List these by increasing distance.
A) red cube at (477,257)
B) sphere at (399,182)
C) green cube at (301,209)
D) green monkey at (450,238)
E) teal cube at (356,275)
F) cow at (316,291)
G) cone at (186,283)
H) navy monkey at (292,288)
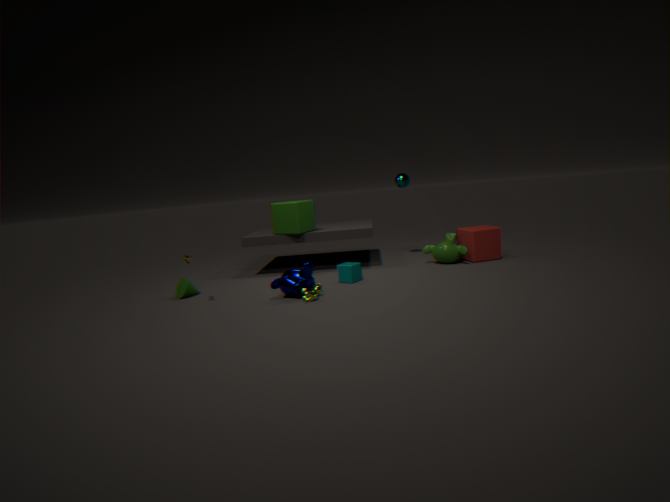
F. cow at (316,291)
H. navy monkey at (292,288)
G. cone at (186,283)
E. teal cube at (356,275)
D. green monkey at (450,238)
A. red cube at (477,257)
C. green cube at (301,209)
B. sphere at (399,182)
